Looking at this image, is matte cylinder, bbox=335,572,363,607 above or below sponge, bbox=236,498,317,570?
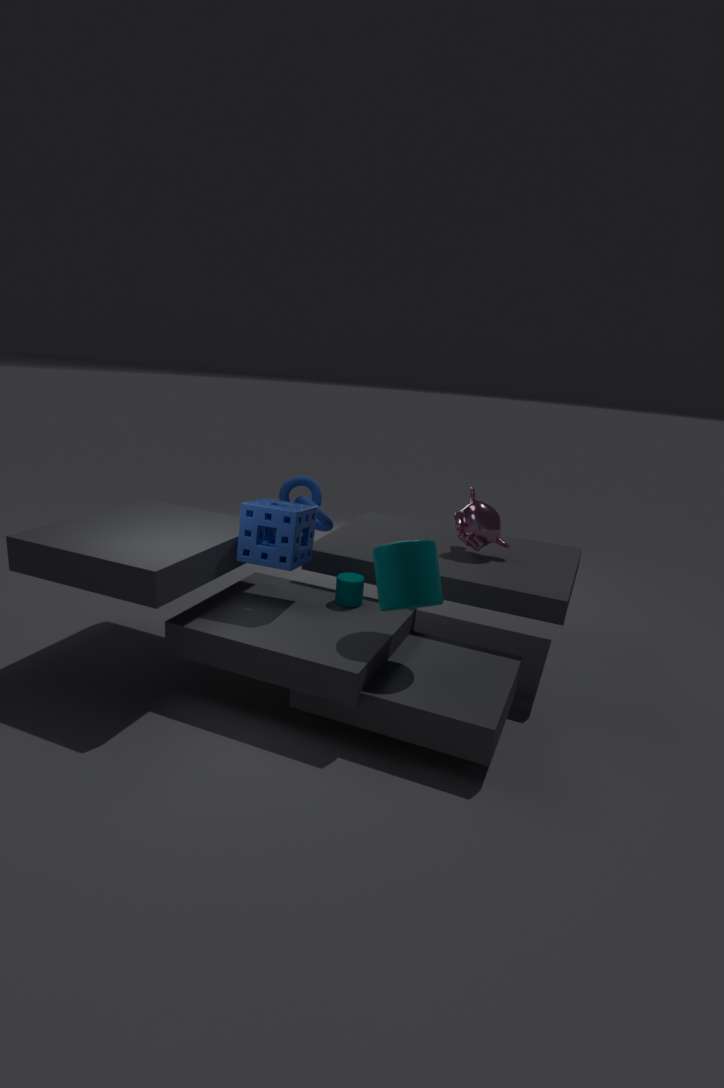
below
